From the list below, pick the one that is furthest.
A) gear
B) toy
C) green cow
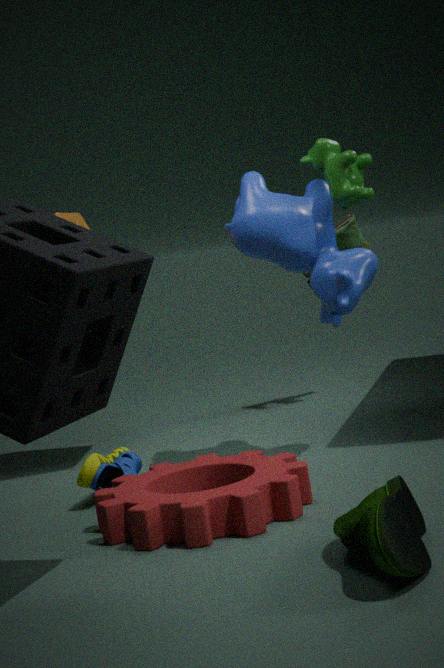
toy
